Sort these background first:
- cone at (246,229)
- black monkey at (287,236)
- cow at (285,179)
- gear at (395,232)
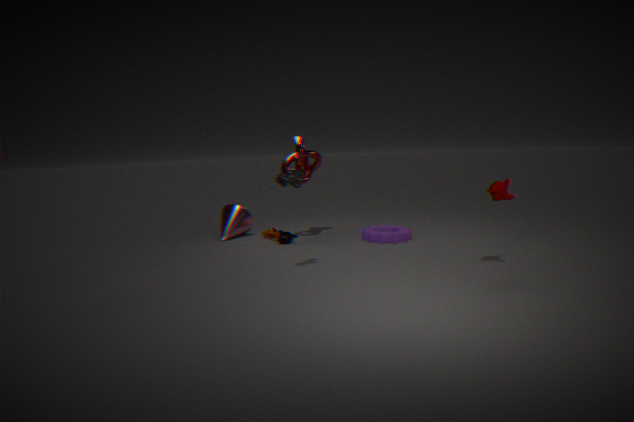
cone at (246,229), black monkey at (287,236), gear at (395,232), cow at (285,179)
